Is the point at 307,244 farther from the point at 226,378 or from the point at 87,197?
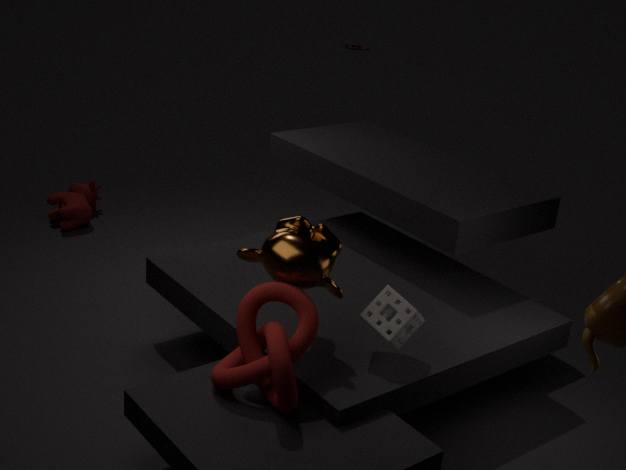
the point at 87,197
